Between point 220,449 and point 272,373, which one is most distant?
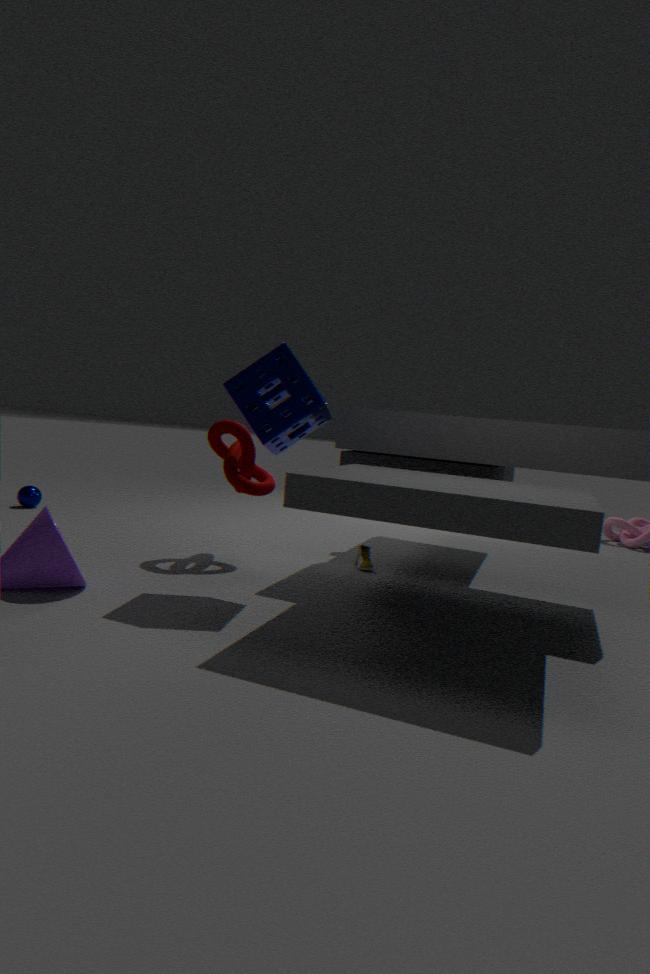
point 220,449
